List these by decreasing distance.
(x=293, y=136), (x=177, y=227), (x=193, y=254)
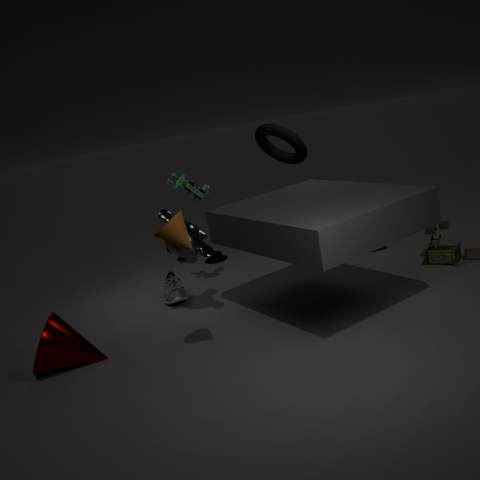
(x=293, y=136)
(x=193, y=254)
(x=177, y=227)
